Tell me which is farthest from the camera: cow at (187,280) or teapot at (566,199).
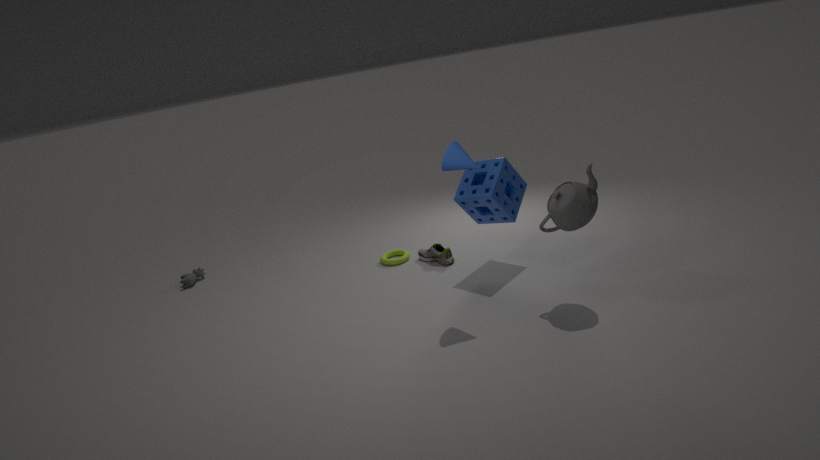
cow at (187,280)
